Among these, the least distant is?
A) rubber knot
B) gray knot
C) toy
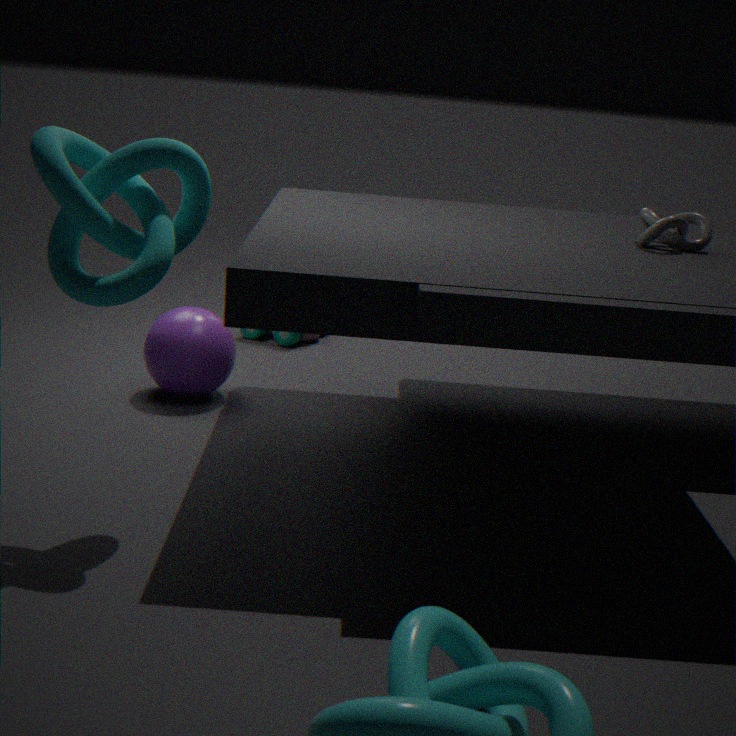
rubber knot
